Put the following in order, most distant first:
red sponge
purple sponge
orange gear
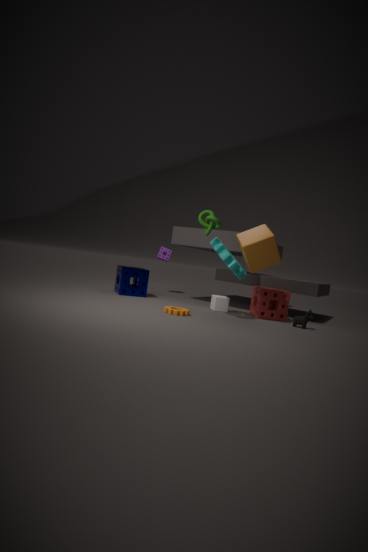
purple sponge → red sponge → orange gear
